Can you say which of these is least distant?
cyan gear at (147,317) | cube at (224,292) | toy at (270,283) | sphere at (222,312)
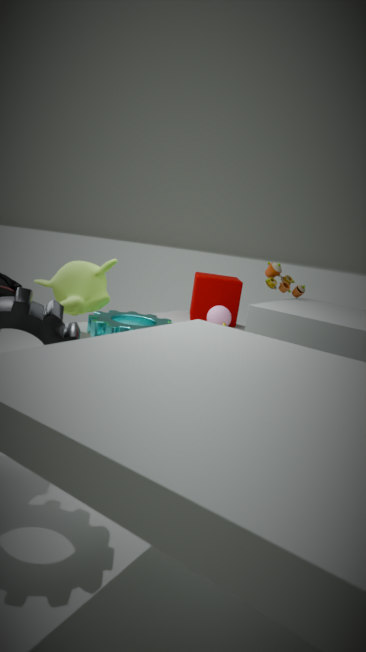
cyan gear at (147,317)
